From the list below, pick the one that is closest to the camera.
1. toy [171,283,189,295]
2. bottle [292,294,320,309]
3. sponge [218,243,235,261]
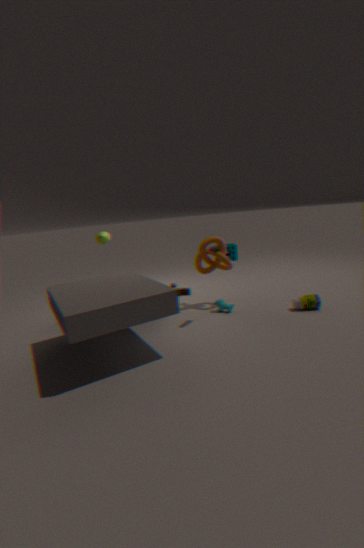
bottle [292,294,320,309]
